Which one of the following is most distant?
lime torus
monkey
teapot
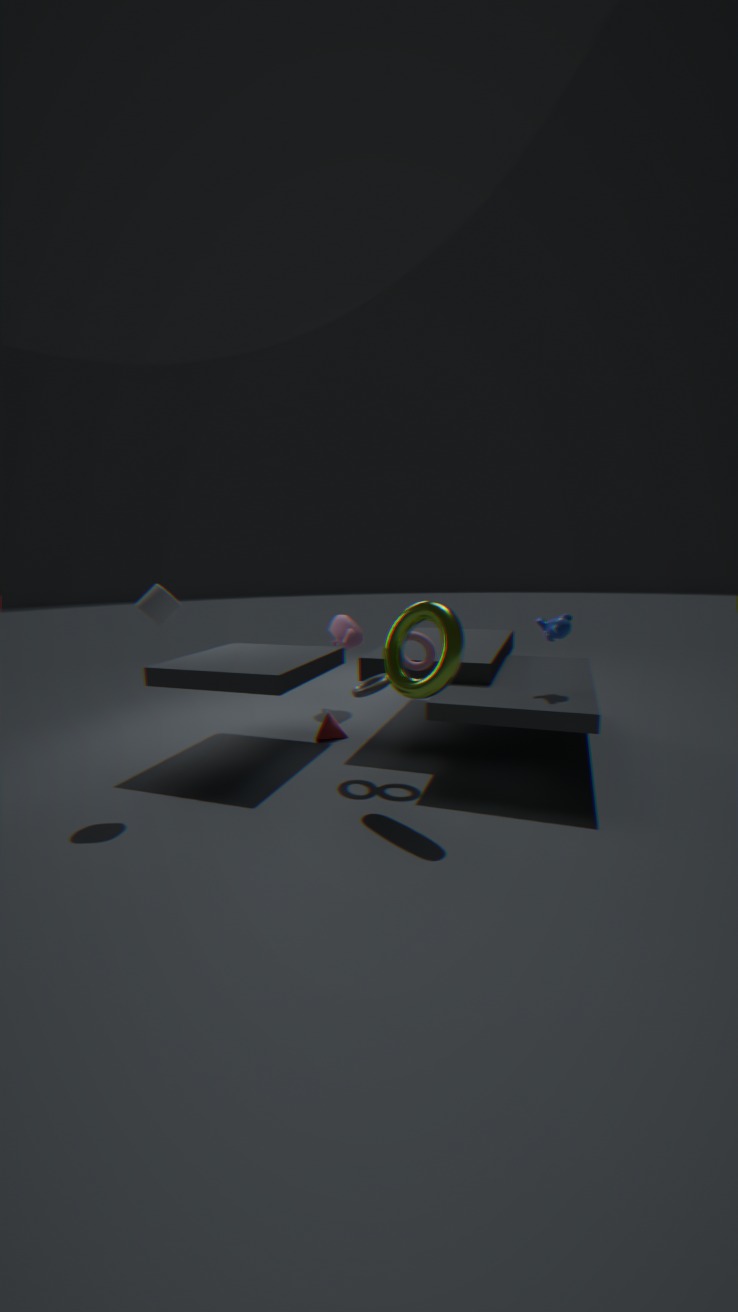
teapot
